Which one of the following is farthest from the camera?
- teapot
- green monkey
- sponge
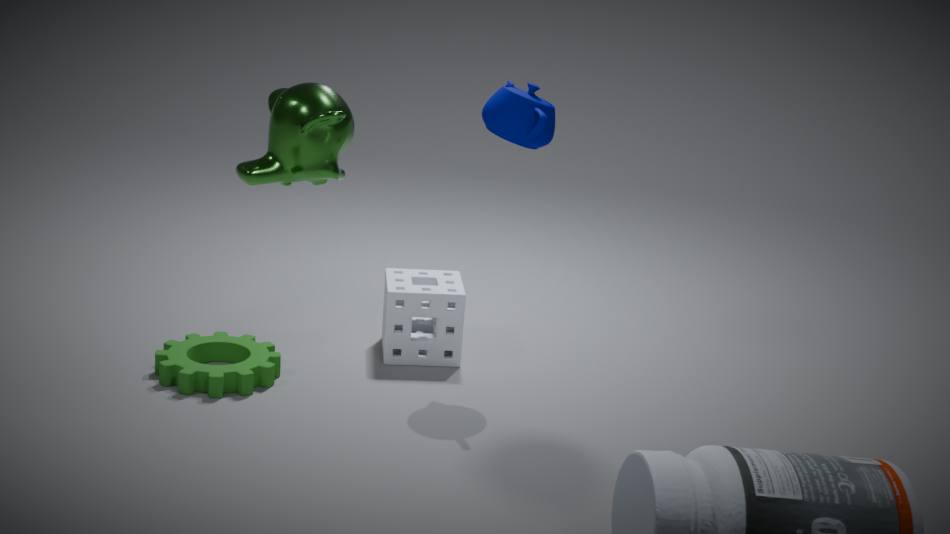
sponge
